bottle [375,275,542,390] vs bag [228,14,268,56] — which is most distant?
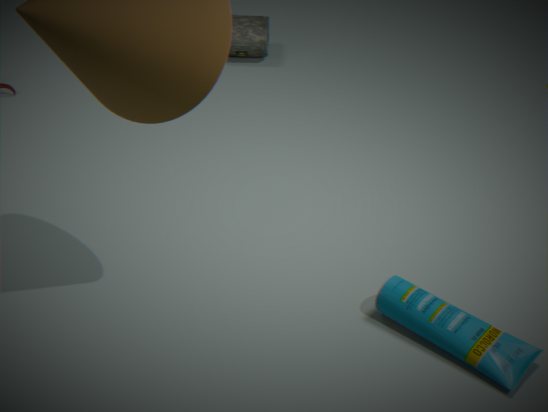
bag [228,14,268,56]
